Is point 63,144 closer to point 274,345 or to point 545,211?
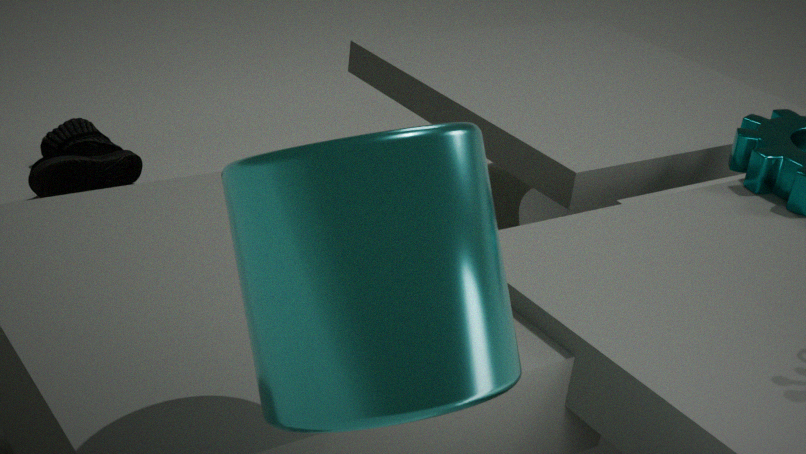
point 545,211
